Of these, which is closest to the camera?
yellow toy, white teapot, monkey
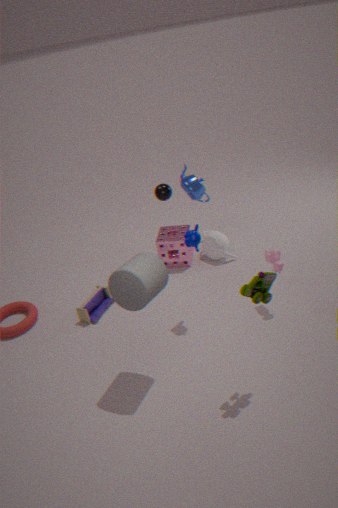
yellow toy
